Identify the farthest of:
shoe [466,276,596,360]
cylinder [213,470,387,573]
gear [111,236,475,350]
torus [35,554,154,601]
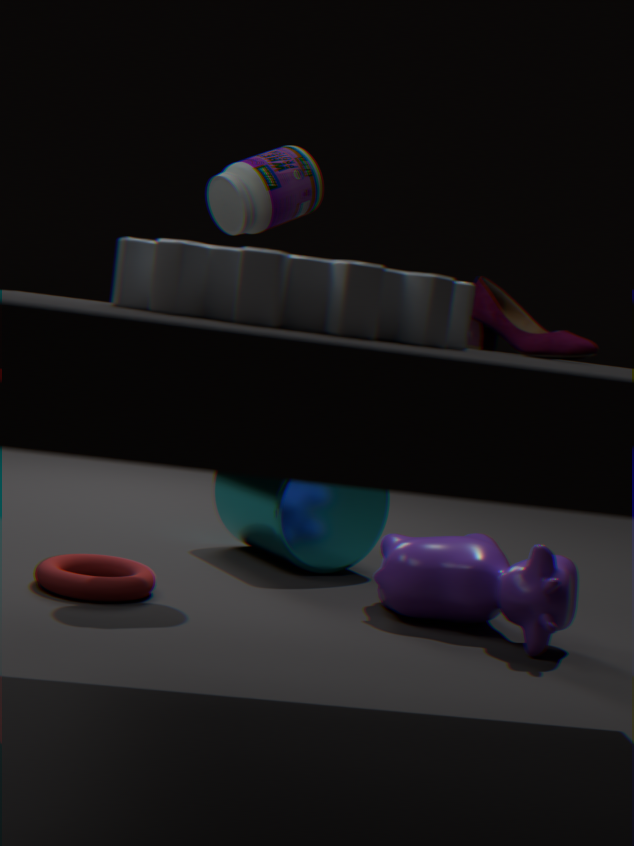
cylinder [213,470,387,573]
